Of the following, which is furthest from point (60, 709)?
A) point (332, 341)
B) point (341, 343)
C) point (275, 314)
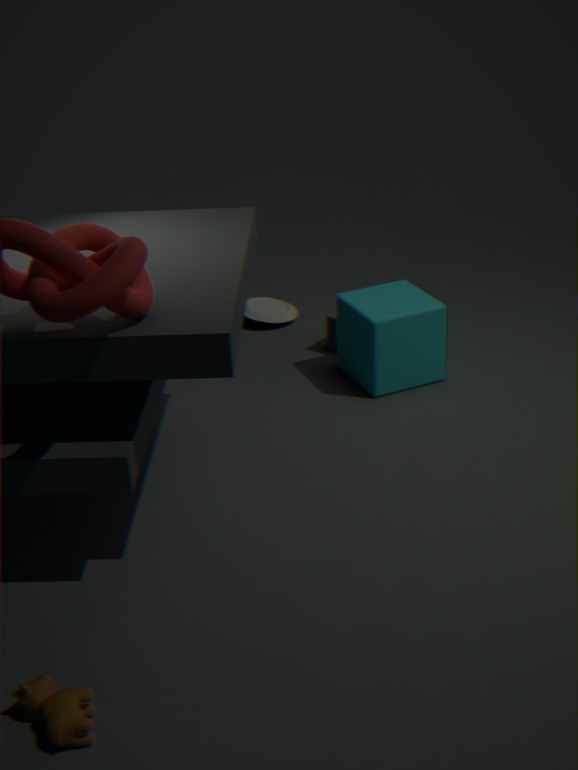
point (275, 314)
